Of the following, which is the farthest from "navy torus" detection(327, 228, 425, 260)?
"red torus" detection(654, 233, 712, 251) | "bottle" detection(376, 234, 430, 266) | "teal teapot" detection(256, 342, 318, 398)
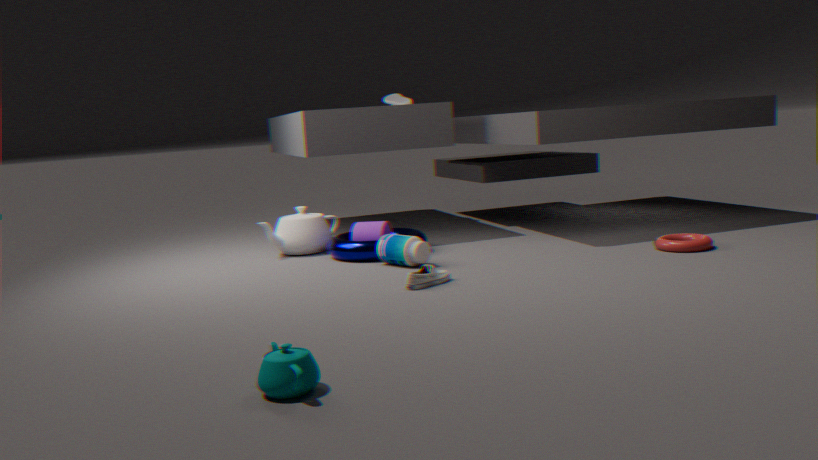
"teal teapot" detection(256, 342, 318, 398)
